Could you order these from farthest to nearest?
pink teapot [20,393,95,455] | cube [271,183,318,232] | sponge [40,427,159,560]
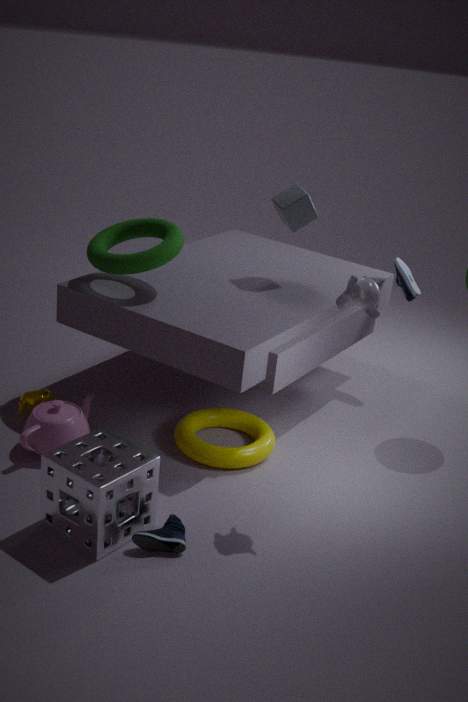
1. cube [271,183,318,232]
2. pink teapot [20,393,95,455]
3. sponge [40,427,159,560]
